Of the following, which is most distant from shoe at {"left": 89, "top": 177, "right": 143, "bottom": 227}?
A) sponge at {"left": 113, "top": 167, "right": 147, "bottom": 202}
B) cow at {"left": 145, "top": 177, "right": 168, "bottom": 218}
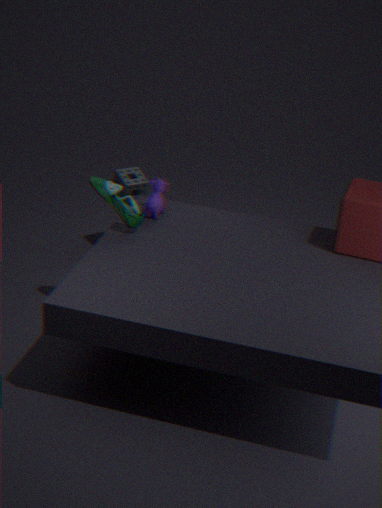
sponge at {"left": 113, "top": 167, "right": 147, "bottom": 202}
